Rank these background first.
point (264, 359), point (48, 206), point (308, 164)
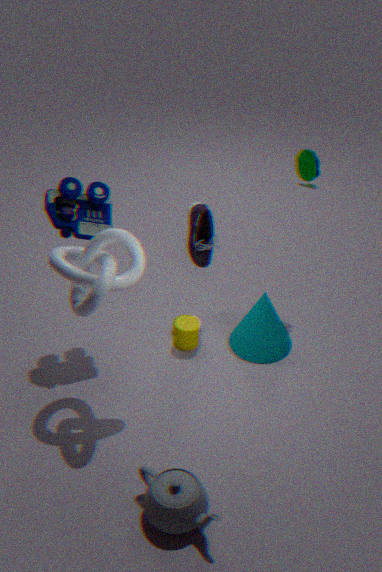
point (308, 164) < point (264, 359) < point (48, 206)
